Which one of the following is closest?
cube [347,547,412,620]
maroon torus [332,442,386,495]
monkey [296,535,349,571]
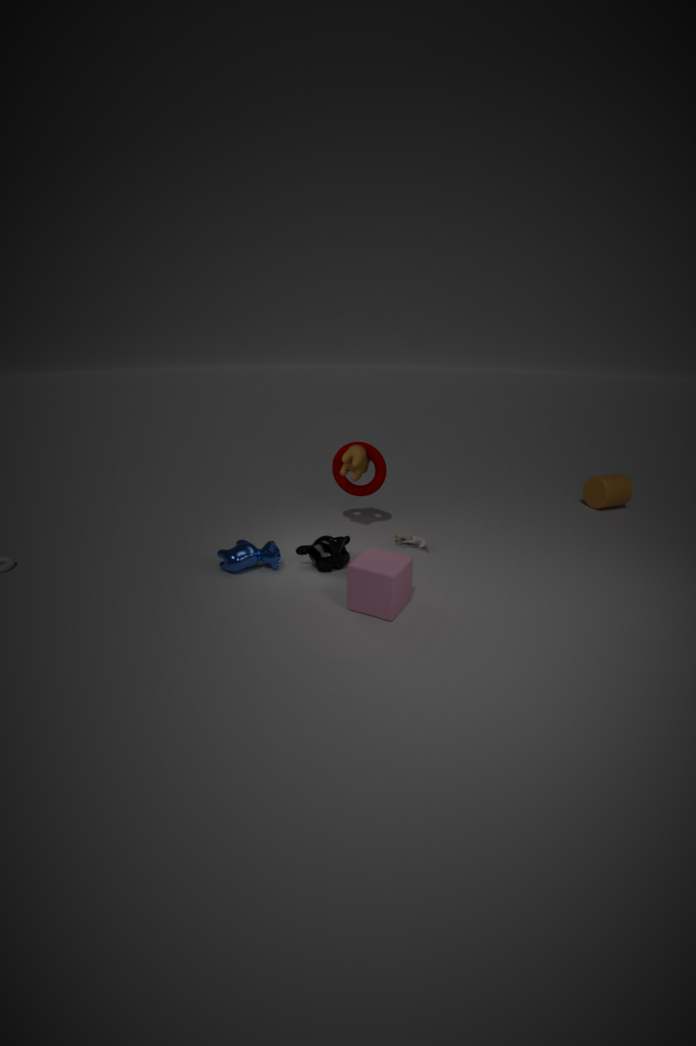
cube [347,547,412,620]
